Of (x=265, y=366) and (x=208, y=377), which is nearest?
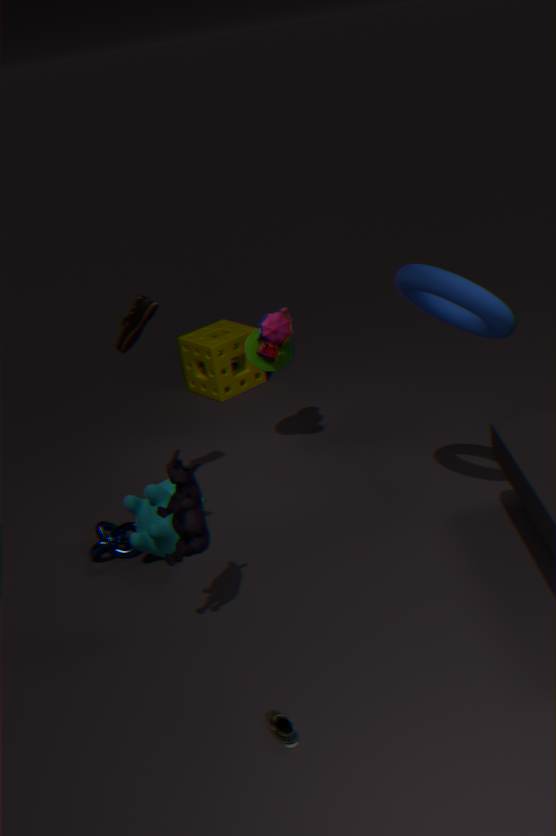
(x=265, y=366)
